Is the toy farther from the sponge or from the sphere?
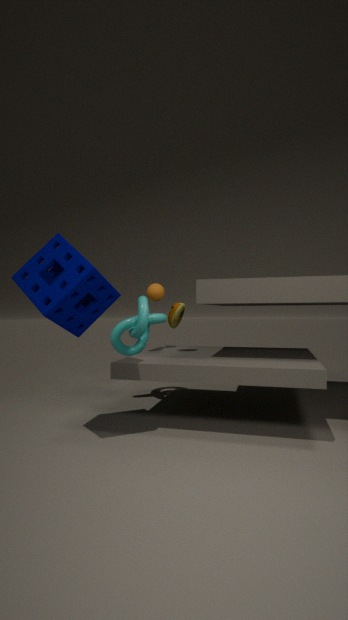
the sphere
